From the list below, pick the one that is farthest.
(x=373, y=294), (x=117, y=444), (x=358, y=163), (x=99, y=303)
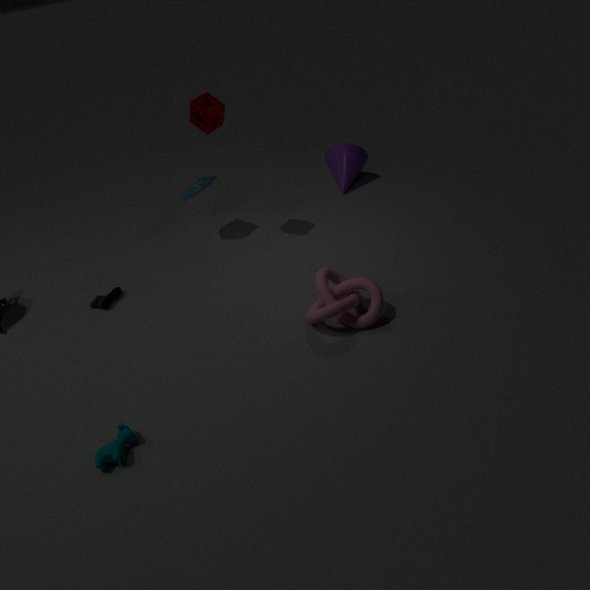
(x=358, y=163)
